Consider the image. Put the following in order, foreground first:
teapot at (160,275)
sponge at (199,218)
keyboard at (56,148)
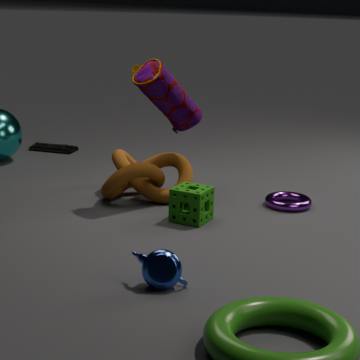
teapot at (160,275), sponge at (199,218), keyboard at (56,148)
